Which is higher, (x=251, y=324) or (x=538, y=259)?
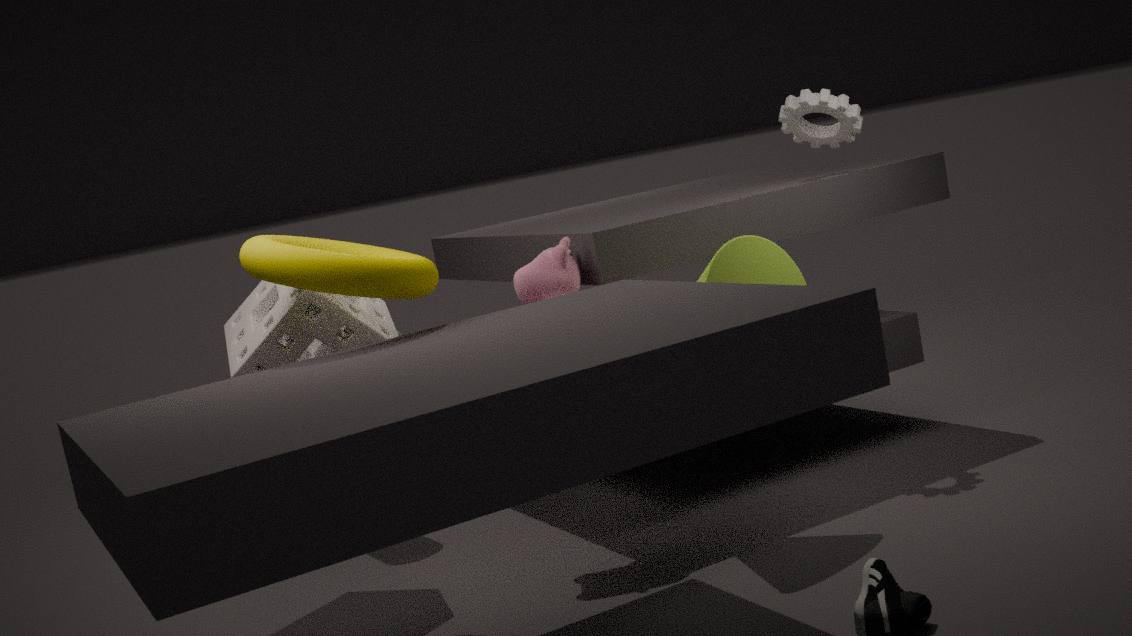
(x=251, y=324)
